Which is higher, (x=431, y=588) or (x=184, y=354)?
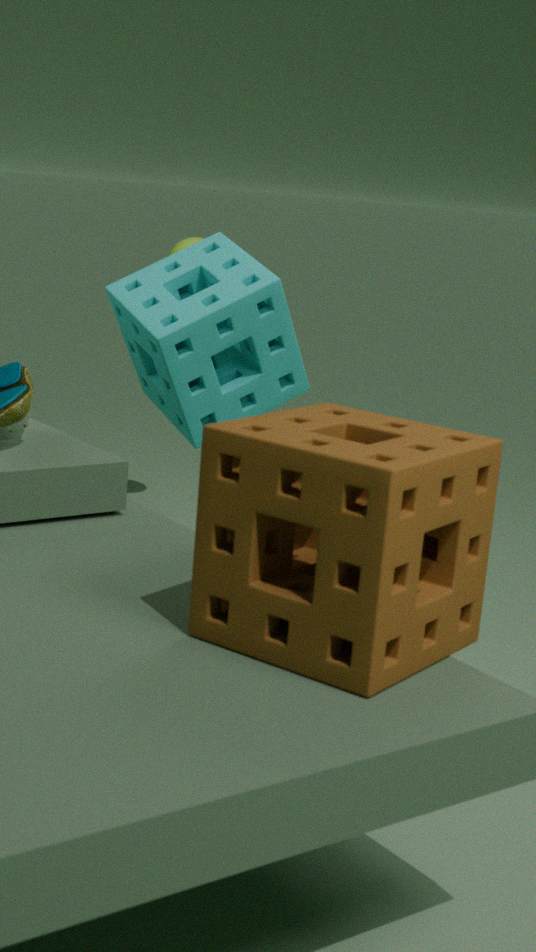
(x=184, y=354)
